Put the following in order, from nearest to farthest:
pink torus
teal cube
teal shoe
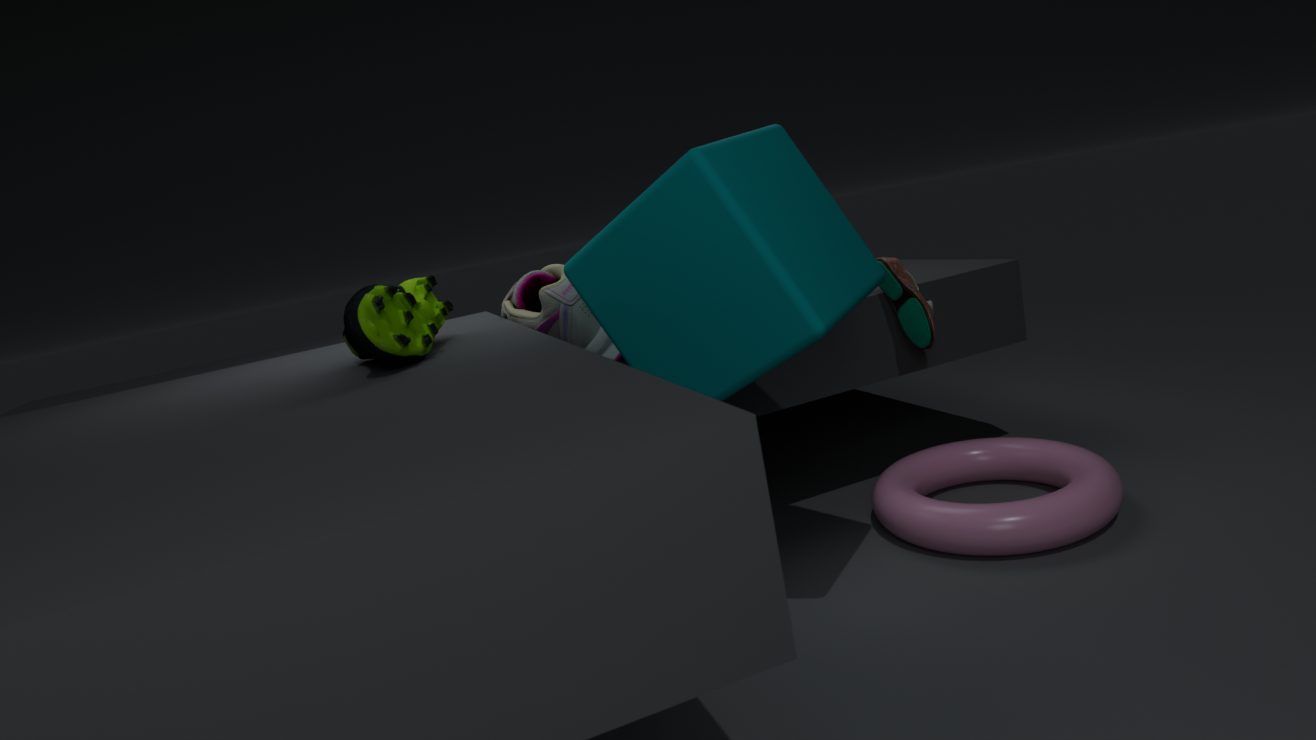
teal cube
pink torus
teal shoe
